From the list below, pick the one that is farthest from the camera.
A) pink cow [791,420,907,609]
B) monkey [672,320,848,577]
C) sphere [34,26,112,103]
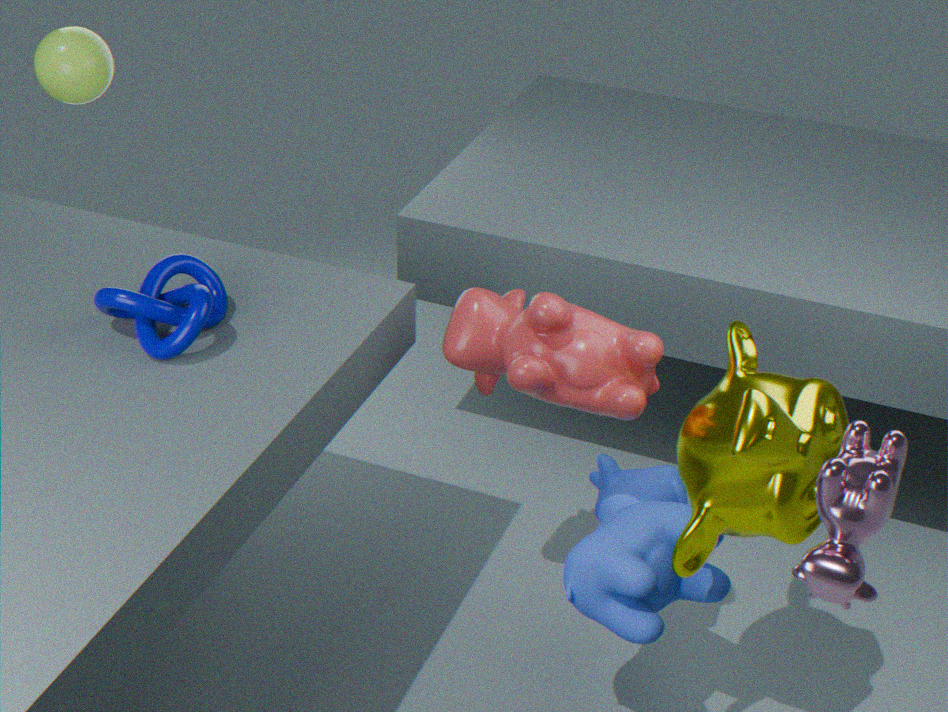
sphere [34,26,112,103]
